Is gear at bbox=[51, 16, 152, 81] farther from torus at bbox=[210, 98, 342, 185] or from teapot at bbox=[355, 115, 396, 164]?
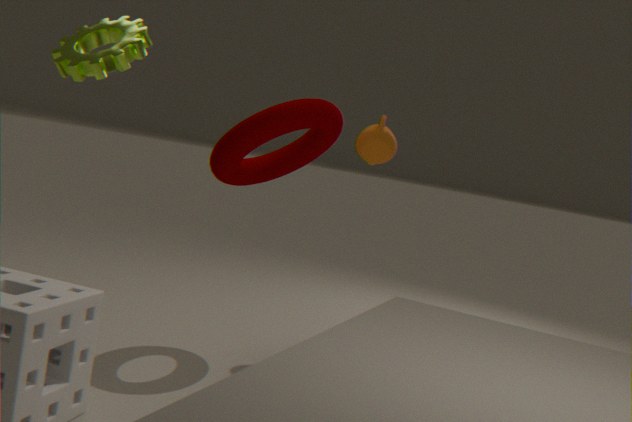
teapot at bbox=[355, 115, 396, 164]
